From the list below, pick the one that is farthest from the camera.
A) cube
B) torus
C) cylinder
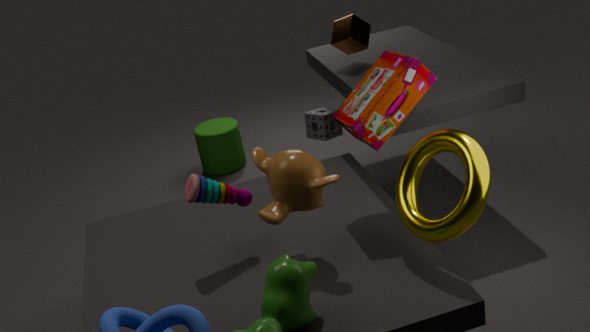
cylinder
